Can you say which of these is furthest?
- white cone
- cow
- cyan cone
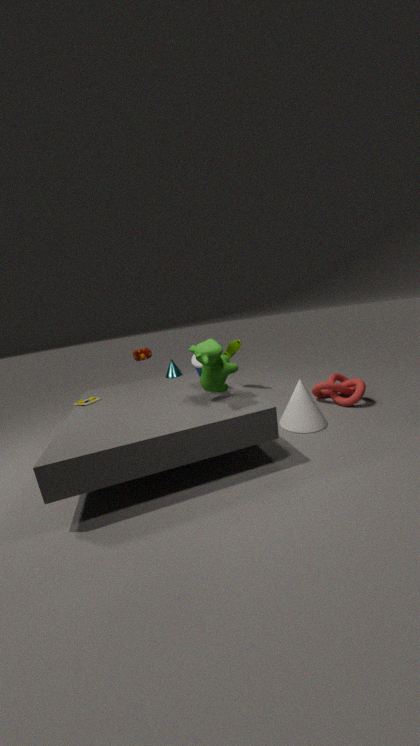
cyan cone
